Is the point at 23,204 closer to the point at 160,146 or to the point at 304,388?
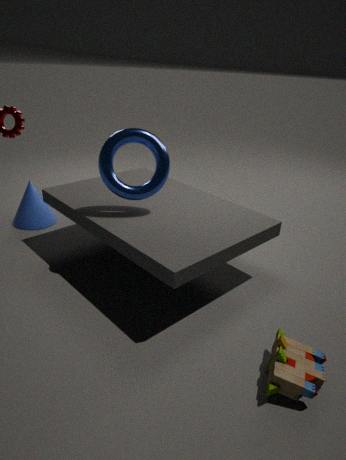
the point at 160,146
